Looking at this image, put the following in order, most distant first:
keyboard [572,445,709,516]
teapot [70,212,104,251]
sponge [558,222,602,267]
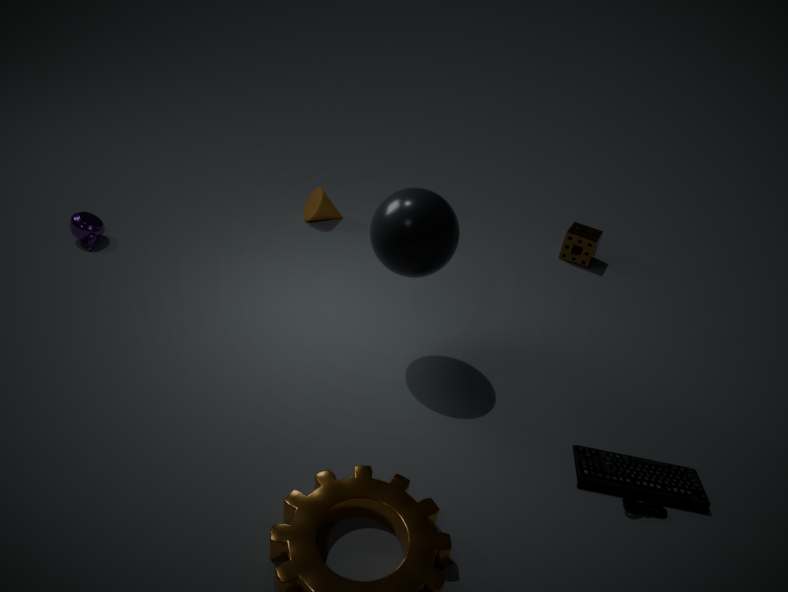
1. sponge [558,222,602,267]
2. teapot [70,212,104,251]
3. keyboard [572,445,709,516]
